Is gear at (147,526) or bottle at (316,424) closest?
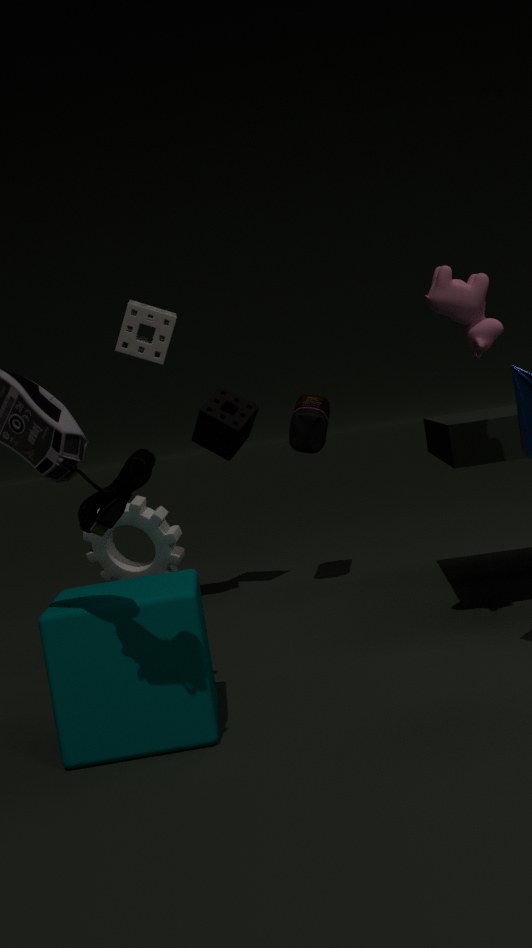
gear at (147,526)
